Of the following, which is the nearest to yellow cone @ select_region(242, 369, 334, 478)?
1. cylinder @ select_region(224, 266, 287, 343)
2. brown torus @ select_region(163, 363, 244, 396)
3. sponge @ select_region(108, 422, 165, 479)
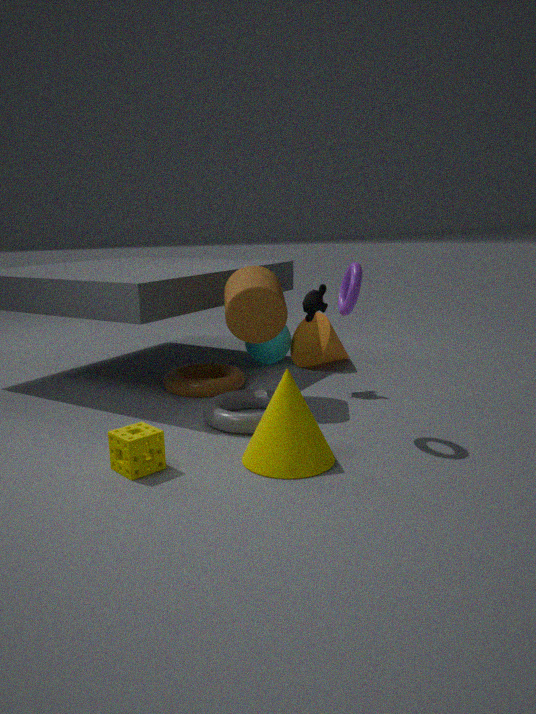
sponge @ select_region(108, 422, 165, 479)
